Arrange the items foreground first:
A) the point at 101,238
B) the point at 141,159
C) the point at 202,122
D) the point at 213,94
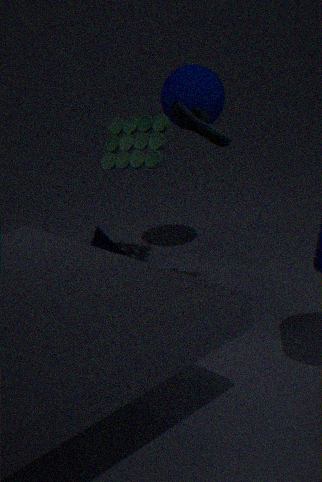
1. the point at 202,122
2. the point at 213,94
3. the point at 141,159
4. the point at 101,238
